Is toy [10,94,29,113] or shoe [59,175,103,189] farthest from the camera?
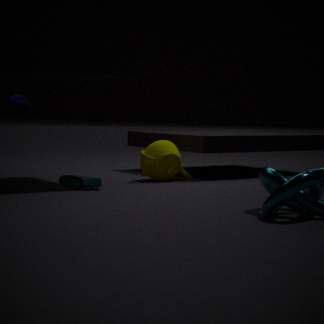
toy [10,94,29,113]
